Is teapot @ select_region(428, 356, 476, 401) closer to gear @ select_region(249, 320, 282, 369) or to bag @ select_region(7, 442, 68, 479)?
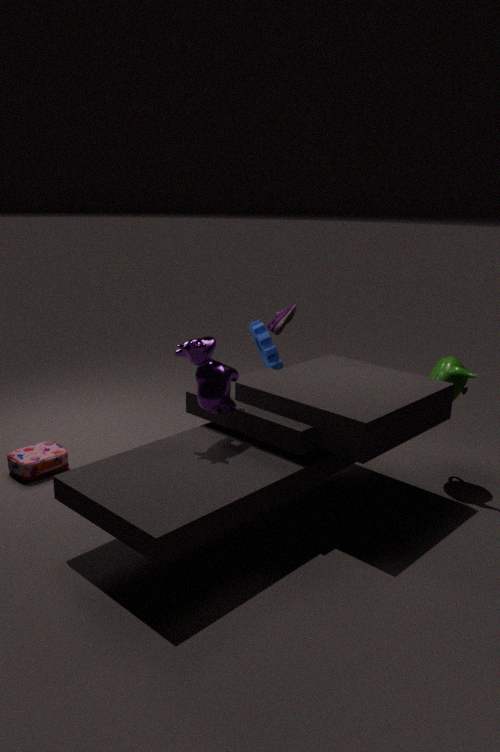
gear @ select_region(249, 320, 282, 369)
